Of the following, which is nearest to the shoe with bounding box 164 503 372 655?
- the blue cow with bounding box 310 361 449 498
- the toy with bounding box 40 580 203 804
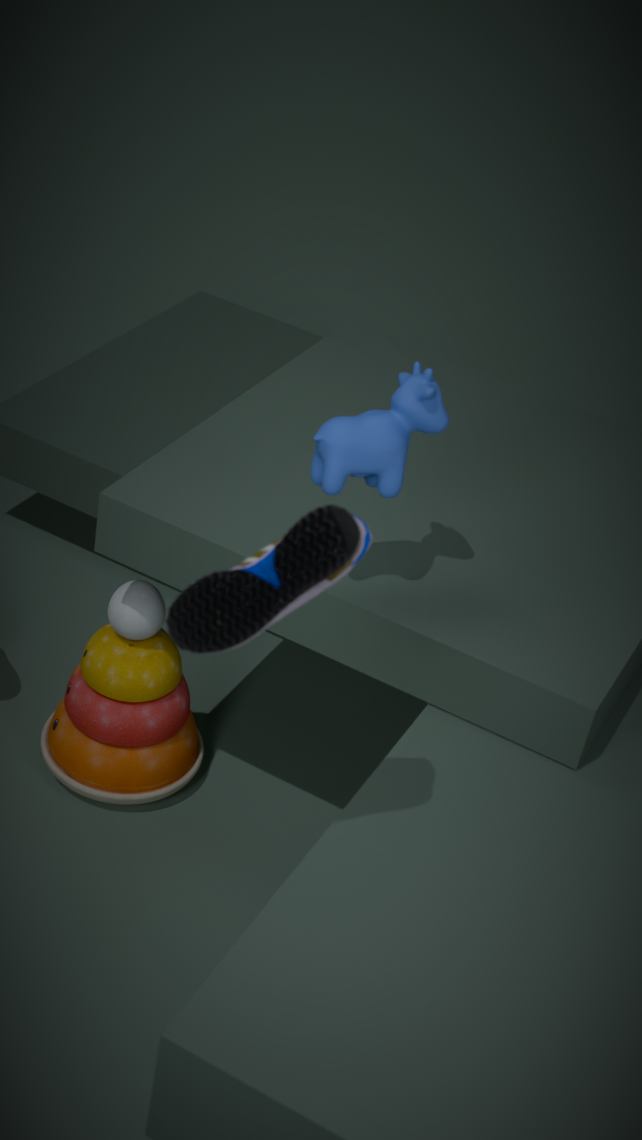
the blue cow with bounding box 310 361 449 498
